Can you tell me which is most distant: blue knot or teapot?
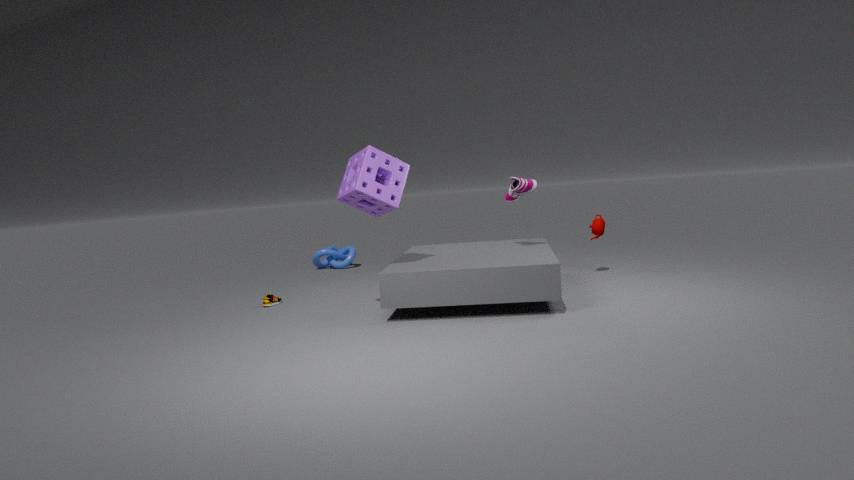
blue knot
